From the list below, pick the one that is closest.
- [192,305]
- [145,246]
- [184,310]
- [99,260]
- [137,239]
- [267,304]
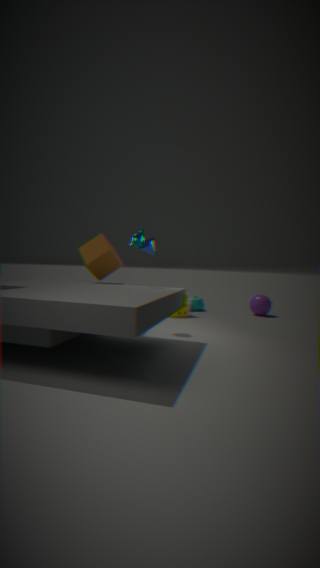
[137,239]
